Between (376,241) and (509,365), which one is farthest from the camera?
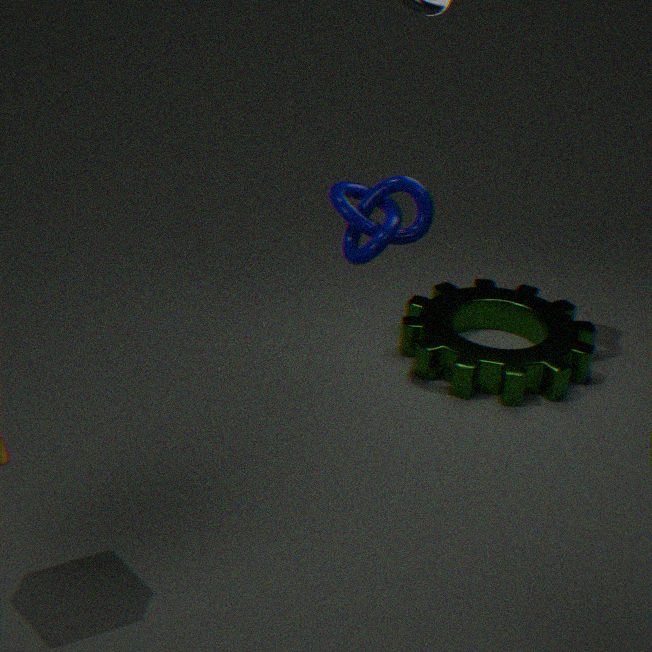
(509,365)
